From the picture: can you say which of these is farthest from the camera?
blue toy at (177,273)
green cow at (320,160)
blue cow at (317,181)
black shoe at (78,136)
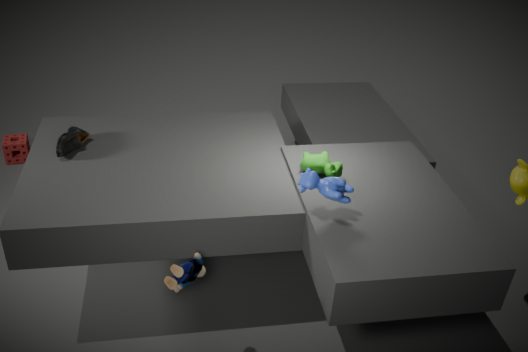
black shoe at (78,136)
